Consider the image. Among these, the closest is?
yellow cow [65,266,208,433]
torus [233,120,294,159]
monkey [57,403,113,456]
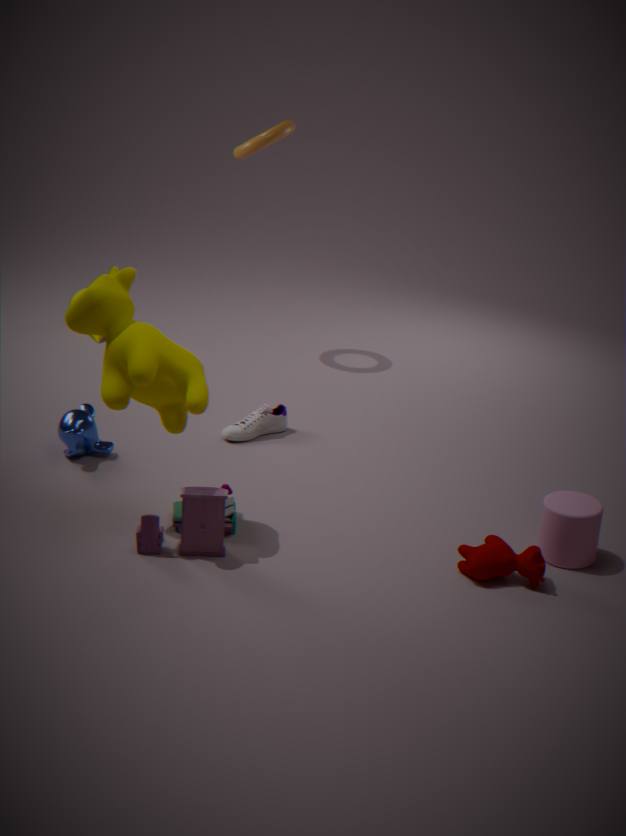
yellow cow [65,266,208,433]
